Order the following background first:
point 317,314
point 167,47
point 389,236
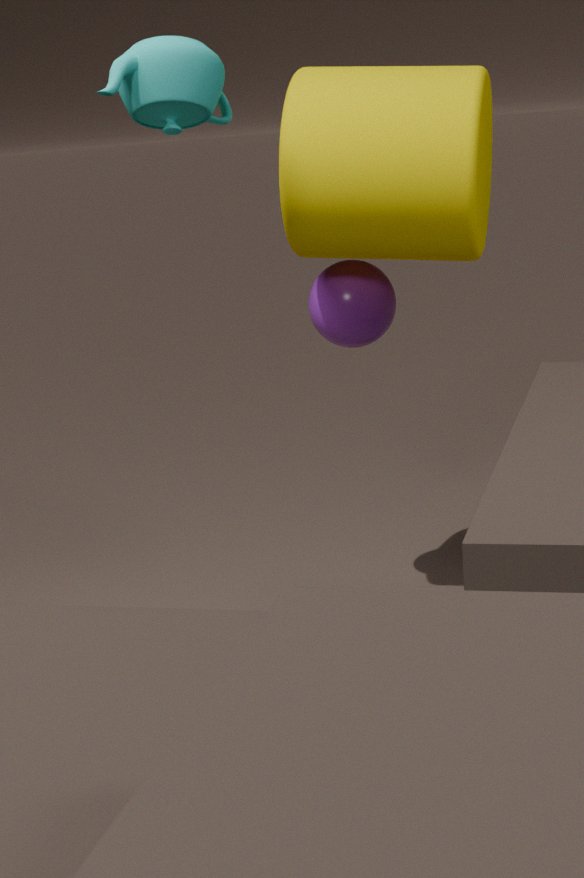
1. point 317,314
2. point 389,236
3. point 167,47
